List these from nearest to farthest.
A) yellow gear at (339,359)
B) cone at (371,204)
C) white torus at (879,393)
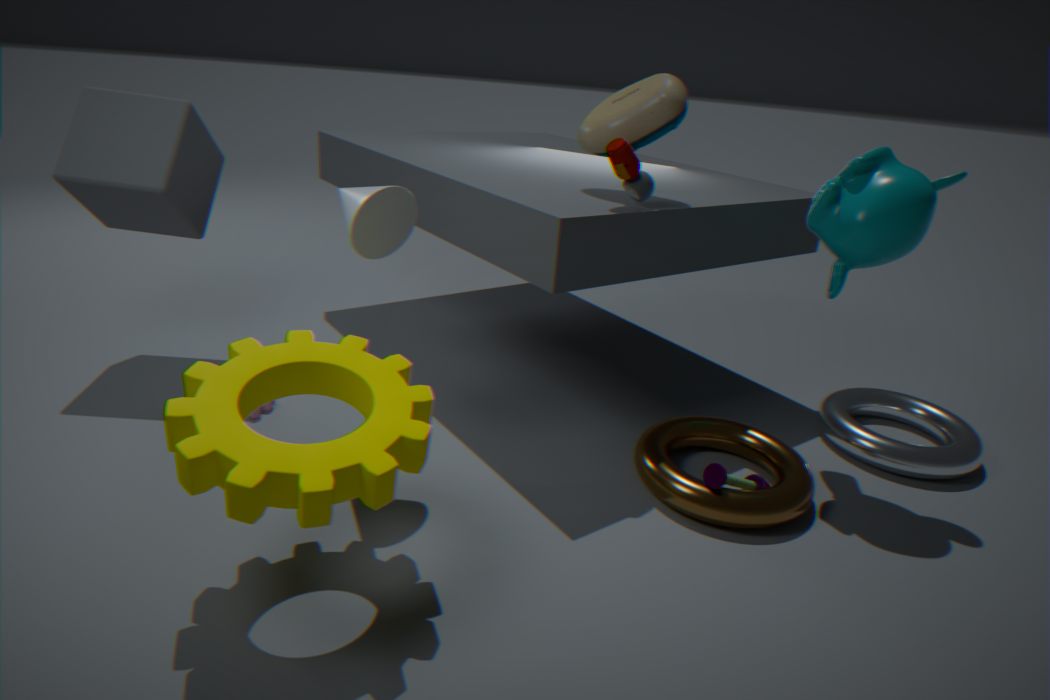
A. yellow gear at (339,359)
B. cone at (371,204)
C. white torus at (879,393)
